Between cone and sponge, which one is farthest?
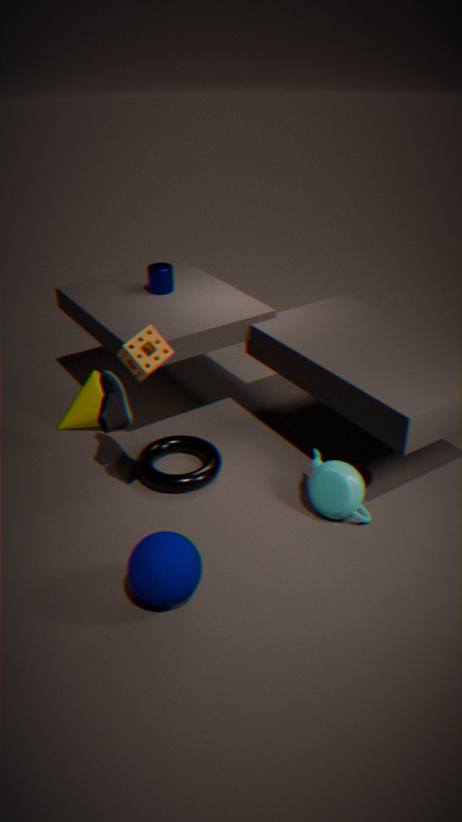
cone
